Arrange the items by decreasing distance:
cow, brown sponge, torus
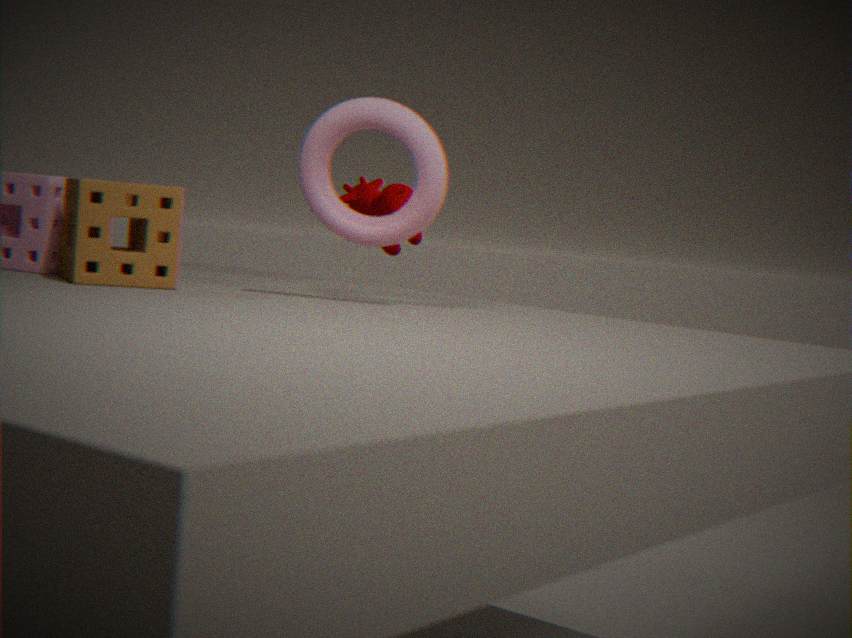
cow
torus
brown sponge
